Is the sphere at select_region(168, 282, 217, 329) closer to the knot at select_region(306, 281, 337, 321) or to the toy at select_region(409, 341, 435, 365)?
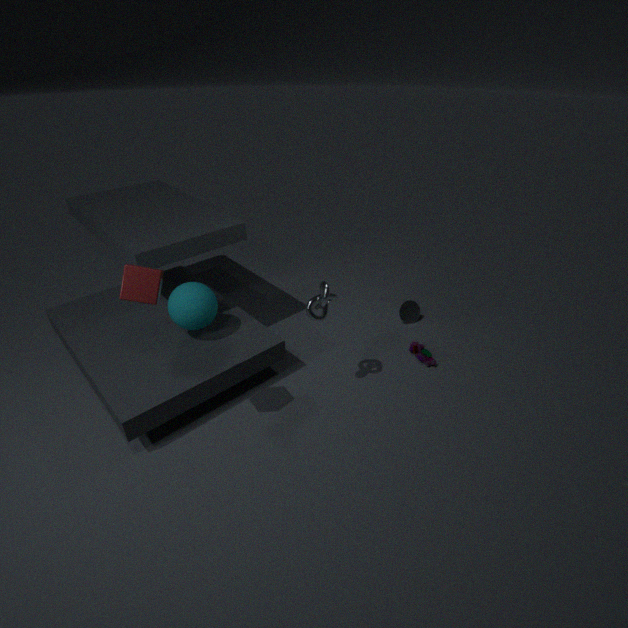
the knot at select_region(306, 281, 337, 321)
